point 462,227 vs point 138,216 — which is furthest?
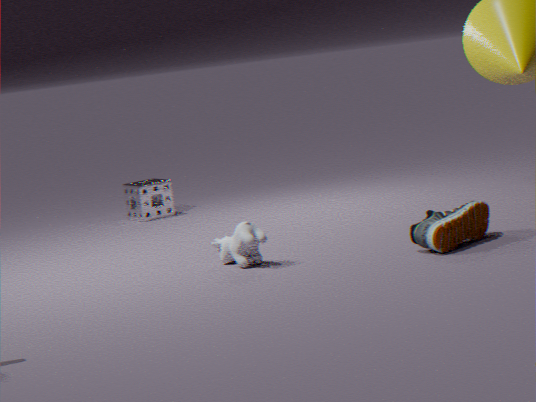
point 138,216
